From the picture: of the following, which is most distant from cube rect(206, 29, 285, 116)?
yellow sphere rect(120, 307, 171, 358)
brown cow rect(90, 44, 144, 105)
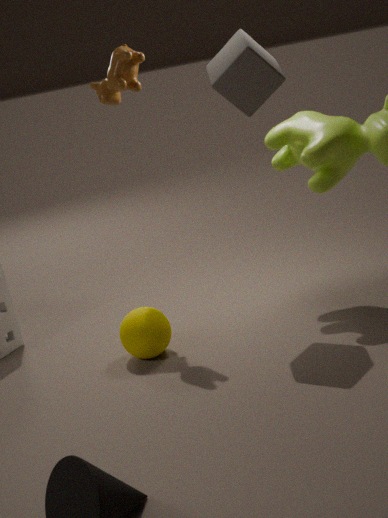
yellow sphere rect(120, 307, 171, 358)
